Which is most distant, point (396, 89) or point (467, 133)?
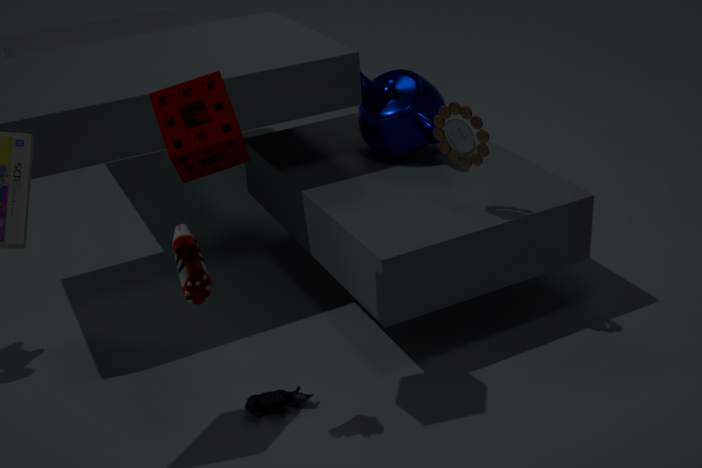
point (396, 89)
